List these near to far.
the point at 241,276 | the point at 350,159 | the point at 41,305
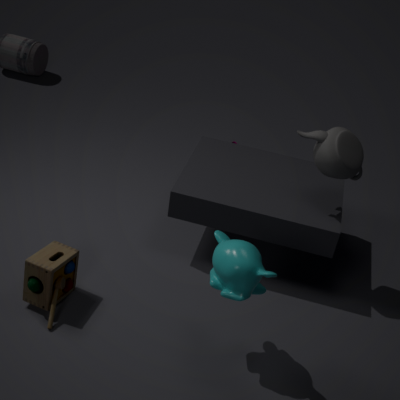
the point at 241,276
the point at 41,305
the point at 350,159
